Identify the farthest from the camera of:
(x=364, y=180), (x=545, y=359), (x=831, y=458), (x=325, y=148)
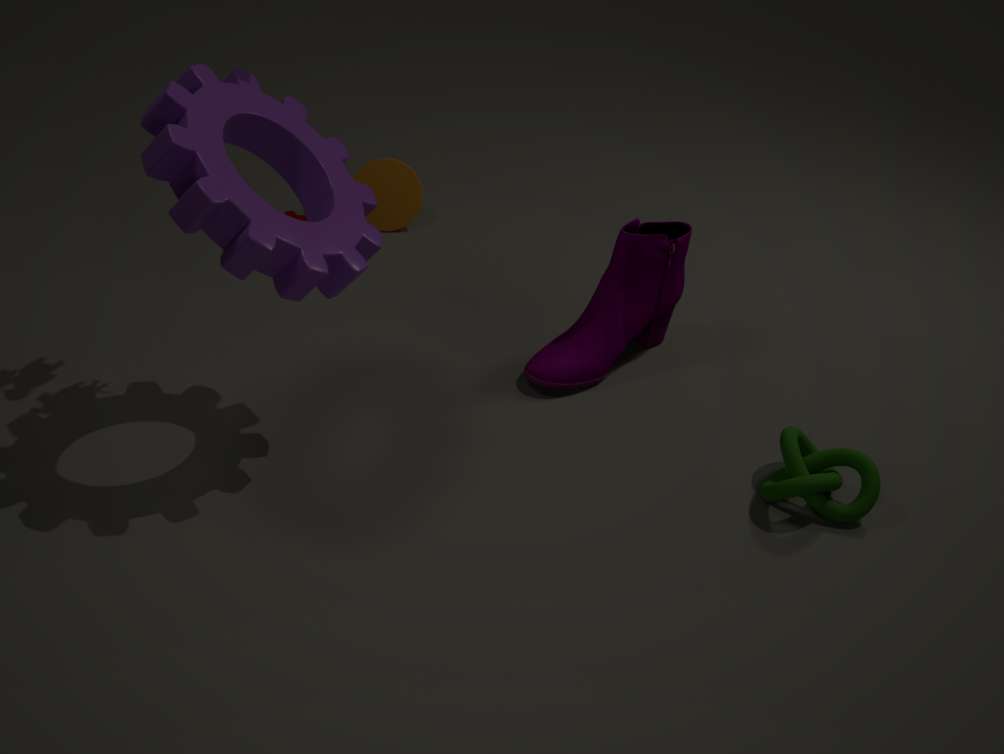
(x=364, y=180)
